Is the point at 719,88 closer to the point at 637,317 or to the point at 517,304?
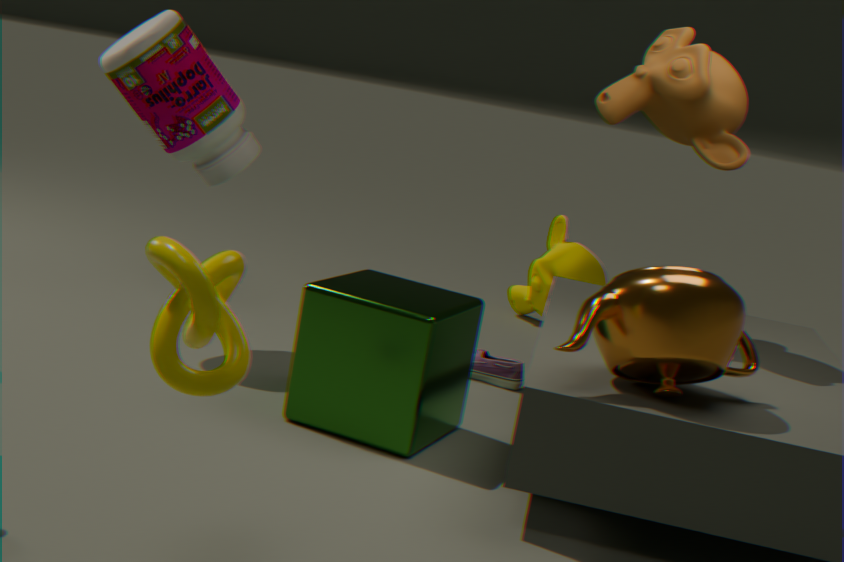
the point at 637,317
